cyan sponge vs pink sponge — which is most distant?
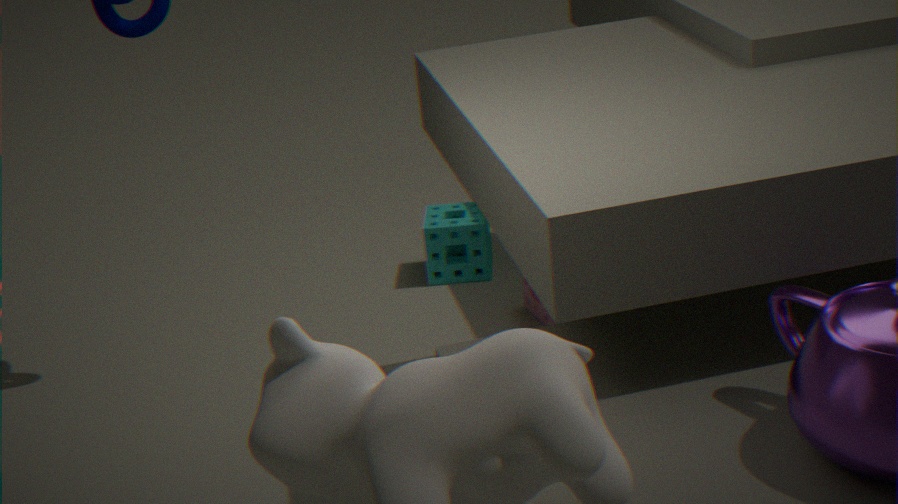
cyan sponge
